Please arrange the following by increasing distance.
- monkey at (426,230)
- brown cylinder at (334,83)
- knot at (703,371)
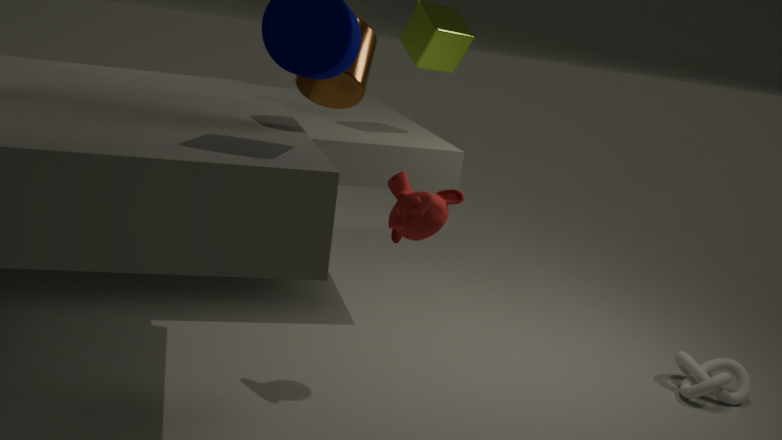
brown cylinder at (334,83), monkey at (426,230), knot at (703,371)
